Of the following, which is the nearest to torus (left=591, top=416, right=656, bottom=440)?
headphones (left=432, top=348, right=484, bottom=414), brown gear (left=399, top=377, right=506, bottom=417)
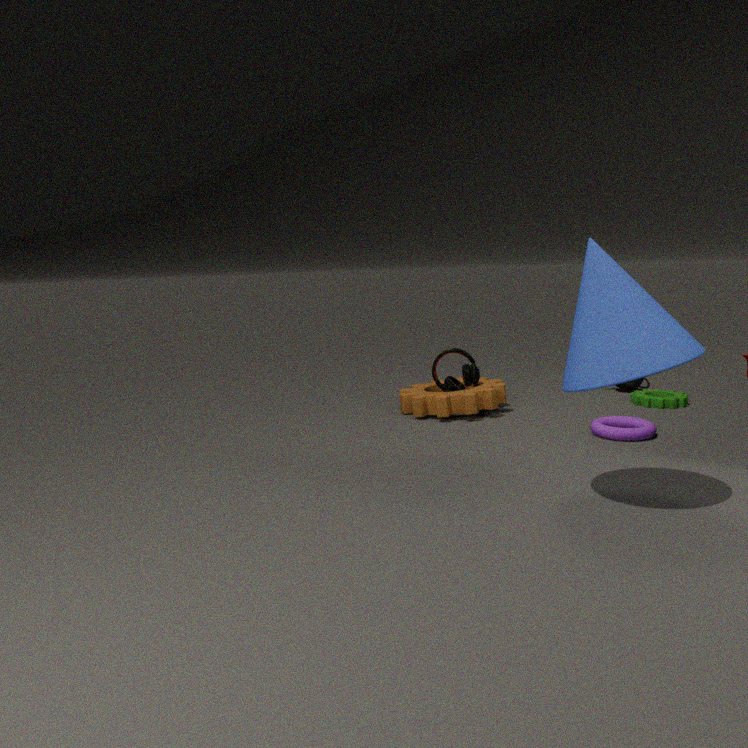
brown gear (left=399, top=377, right=506, bottom=417)
